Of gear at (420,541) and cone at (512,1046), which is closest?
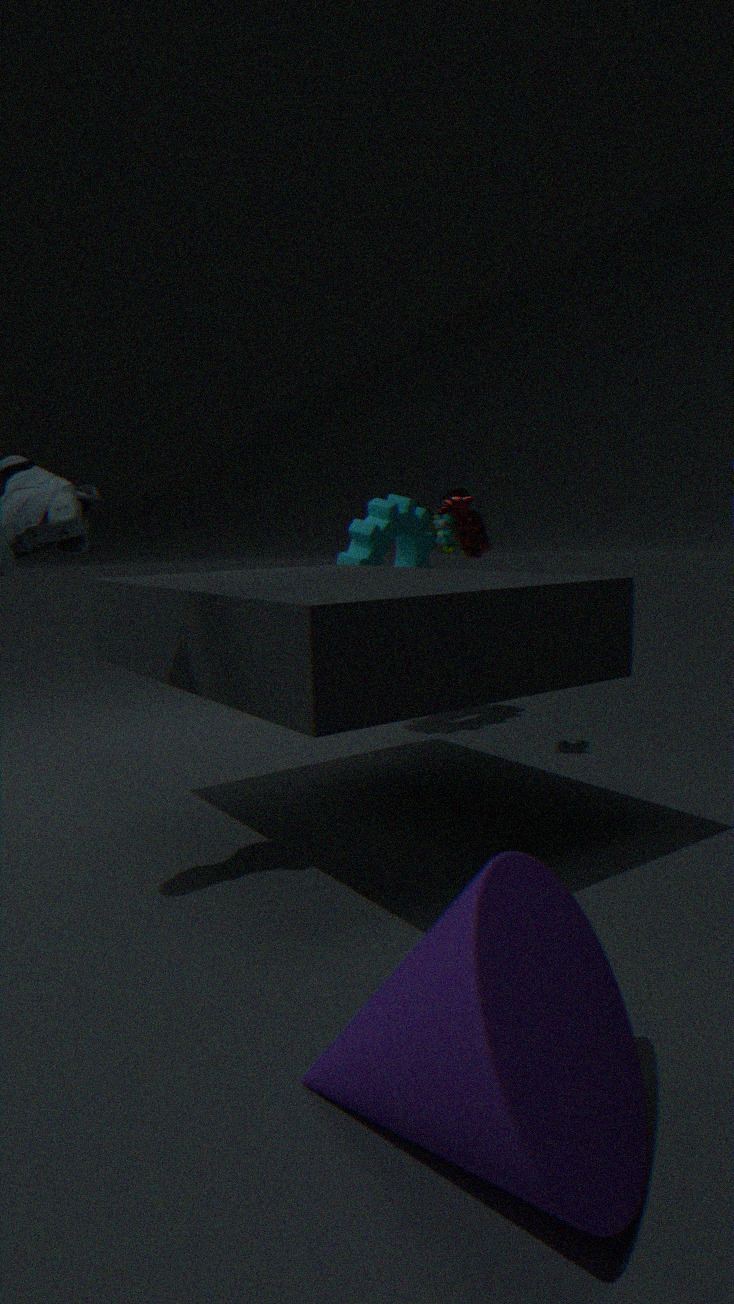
cone at (512,1046)
